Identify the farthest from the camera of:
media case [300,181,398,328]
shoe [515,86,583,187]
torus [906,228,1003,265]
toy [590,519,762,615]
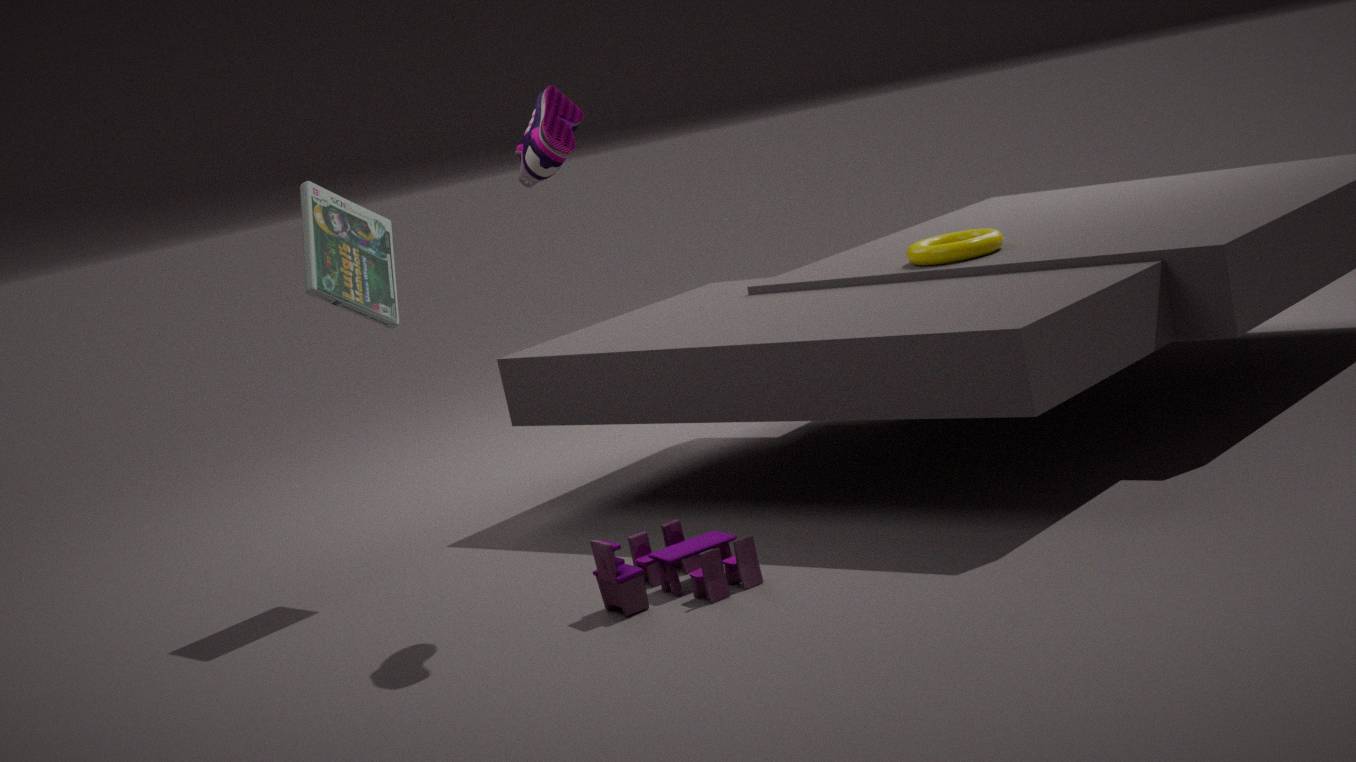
torus [906,228,1003,265]
